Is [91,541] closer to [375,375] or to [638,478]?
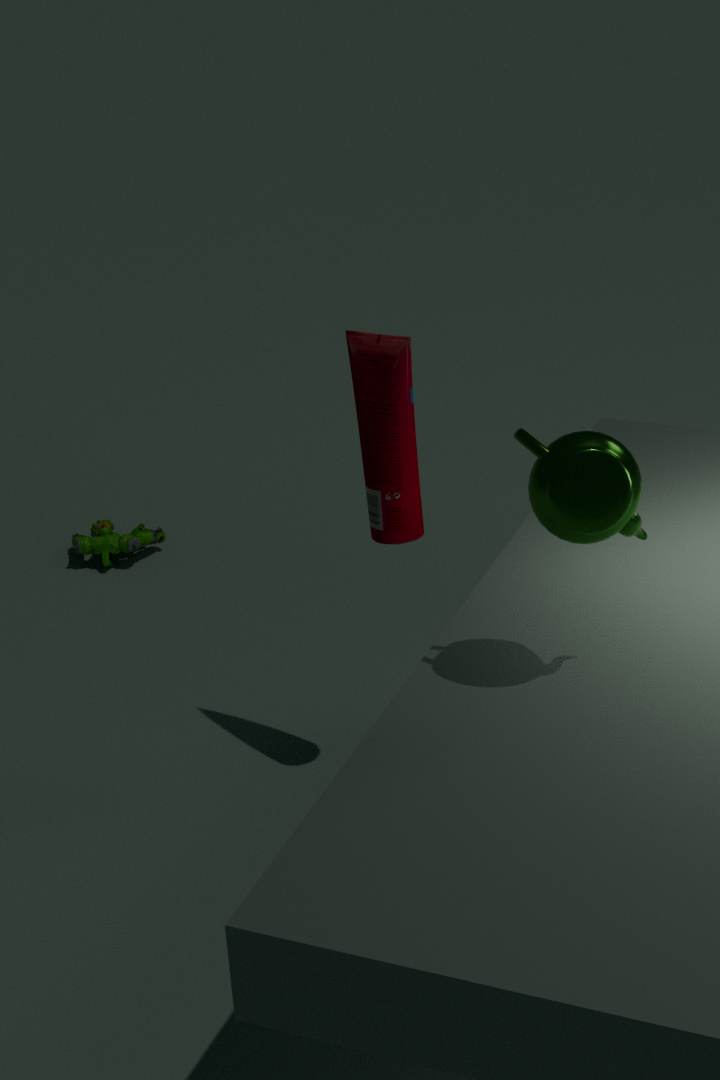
[375,375]
